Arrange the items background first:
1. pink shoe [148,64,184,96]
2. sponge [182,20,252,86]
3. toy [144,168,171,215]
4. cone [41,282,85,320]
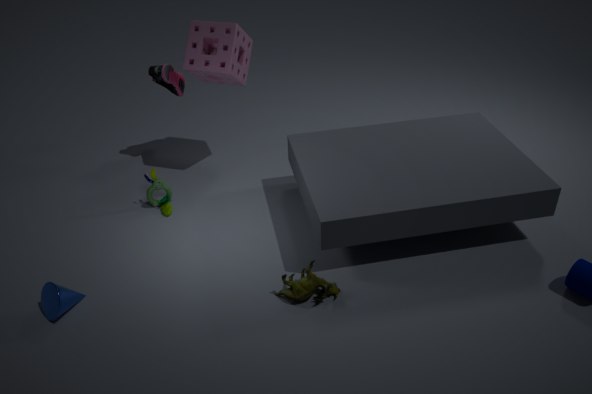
pink shoe [148,64,184,96] < toy [144,168,171,215] < sponge [182,20,252,86] < cone [41,282,85,320]
